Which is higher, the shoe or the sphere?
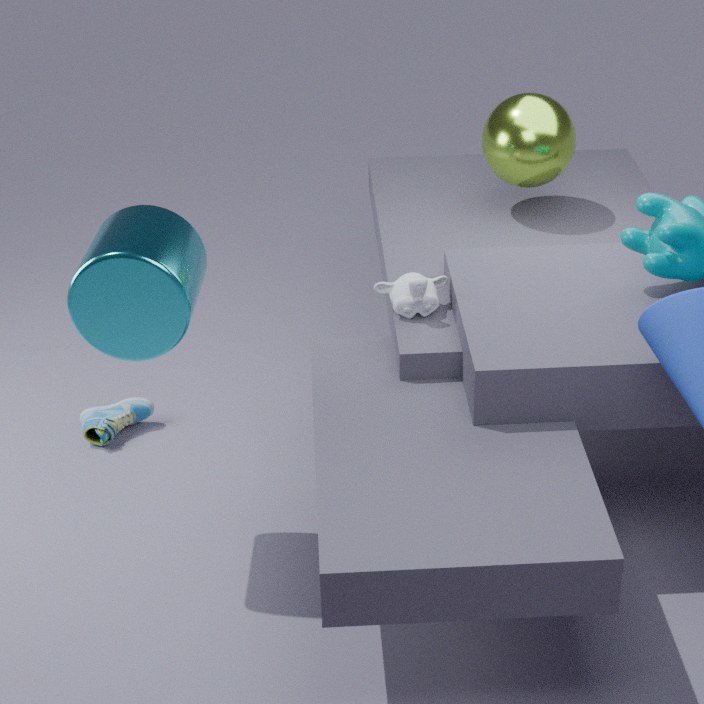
the sphere
